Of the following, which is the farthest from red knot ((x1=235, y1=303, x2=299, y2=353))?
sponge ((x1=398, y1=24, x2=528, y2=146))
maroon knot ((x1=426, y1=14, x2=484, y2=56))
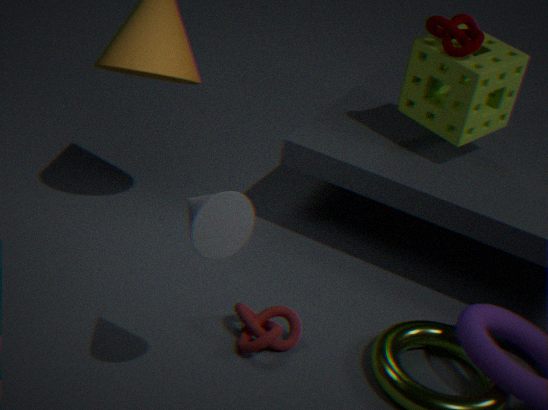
maroon knot ((x1=426, y1=14, x2=484, y2=56))
